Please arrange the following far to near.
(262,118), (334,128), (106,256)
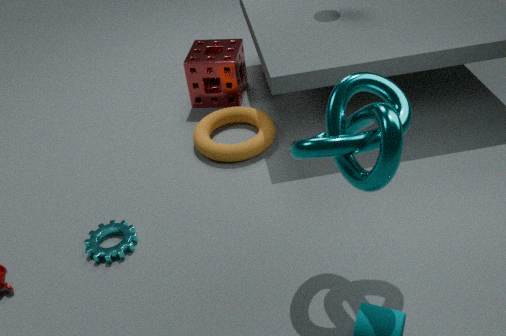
(262,118)
(106,256)
(334,128)
